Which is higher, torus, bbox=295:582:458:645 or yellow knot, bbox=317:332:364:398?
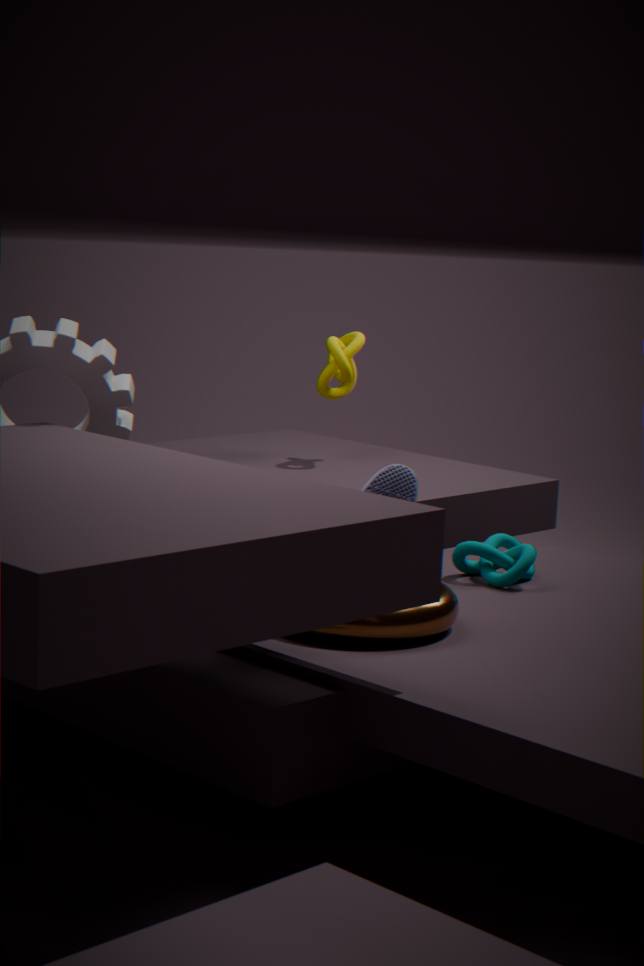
yellow knot, bbox=317:332:364:398
